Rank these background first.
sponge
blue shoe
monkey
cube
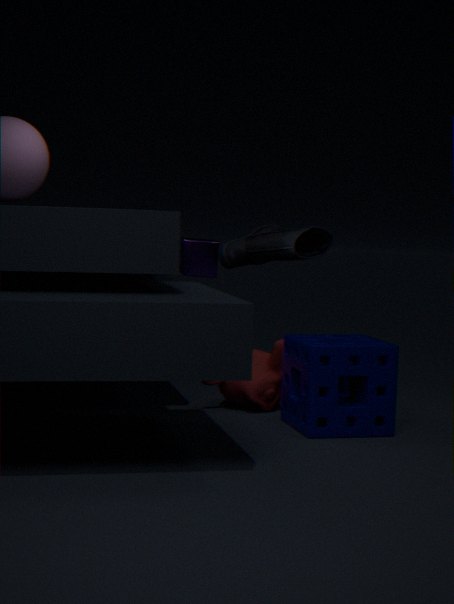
cube
blue shoe
monkey
sponge
